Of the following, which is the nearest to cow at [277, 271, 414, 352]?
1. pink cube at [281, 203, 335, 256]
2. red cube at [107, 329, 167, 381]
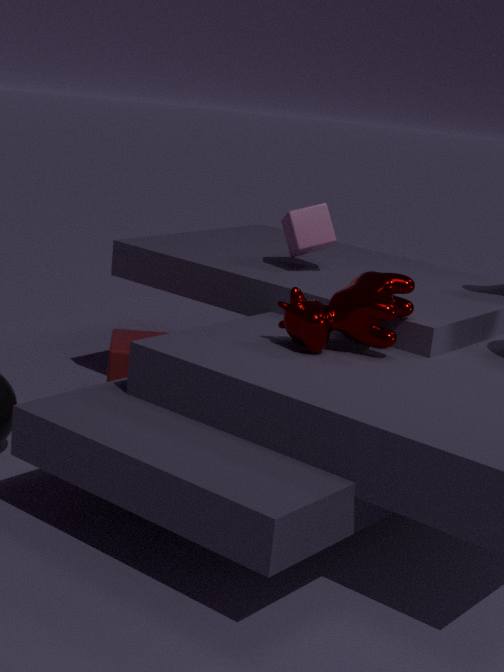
pink cube at [281, 203, 335, 256]
